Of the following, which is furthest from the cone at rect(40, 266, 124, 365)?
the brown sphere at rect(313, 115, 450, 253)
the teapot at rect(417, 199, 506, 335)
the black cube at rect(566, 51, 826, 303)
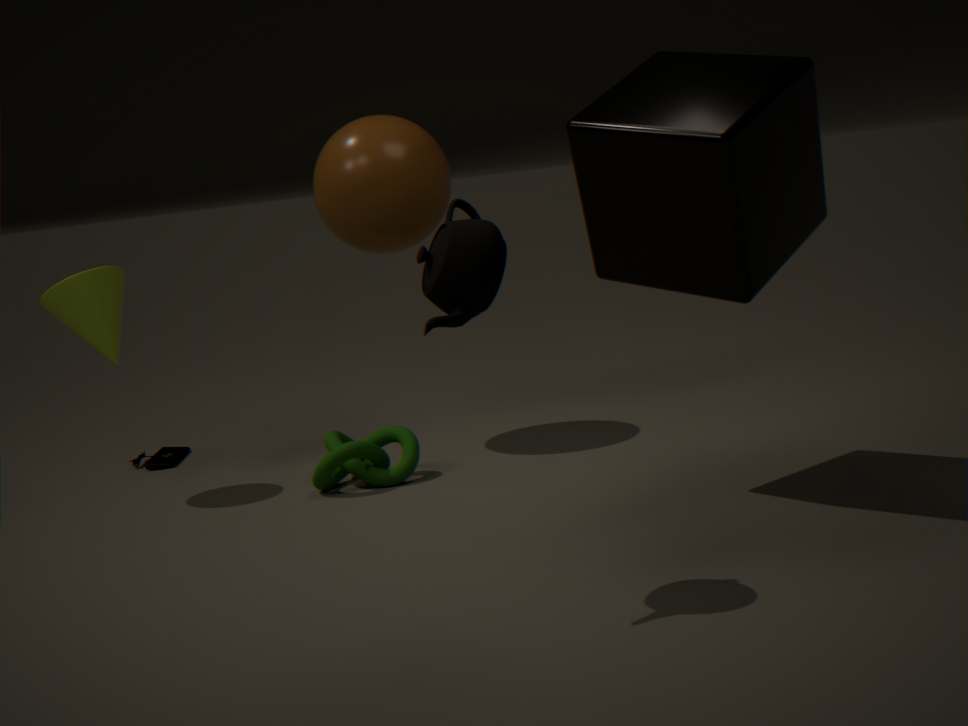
the teapot at rect(417, 199, 506, 335)
